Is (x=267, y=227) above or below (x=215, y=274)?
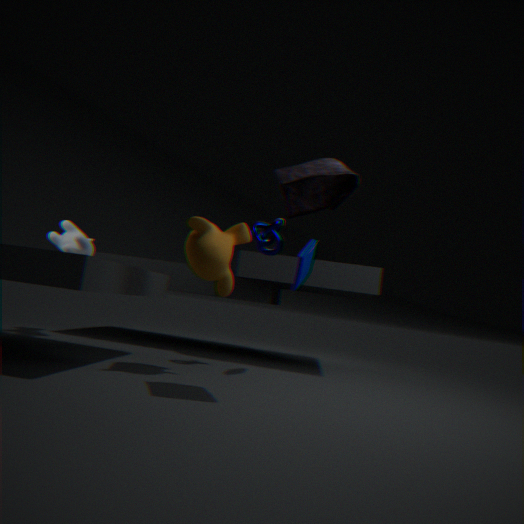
above
